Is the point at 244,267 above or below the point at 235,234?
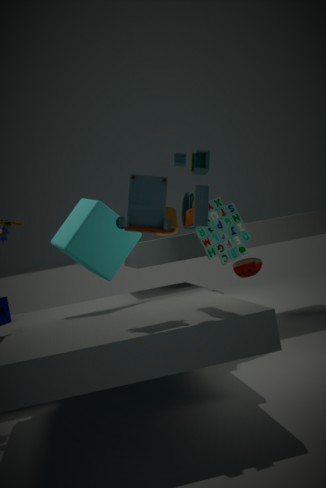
below
